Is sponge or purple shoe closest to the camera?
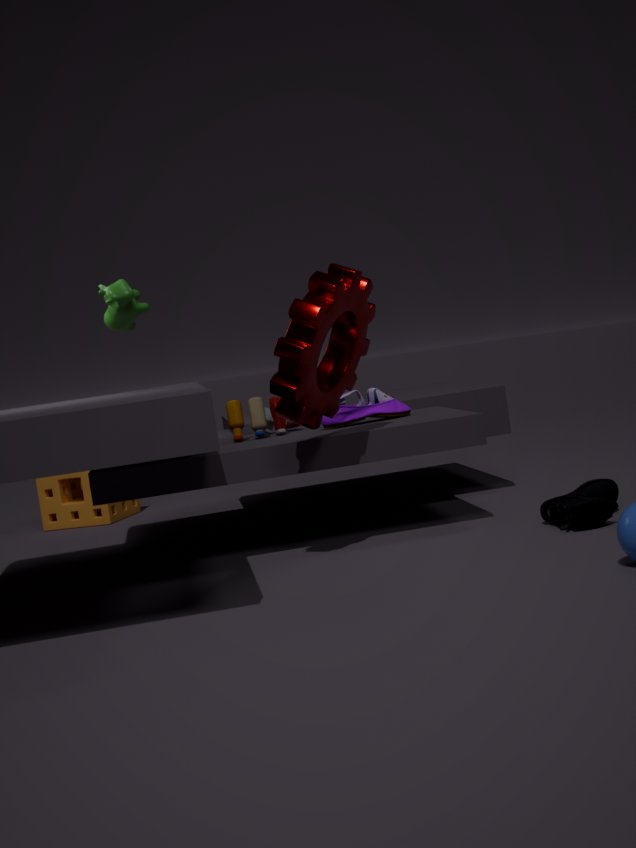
purple shoe
